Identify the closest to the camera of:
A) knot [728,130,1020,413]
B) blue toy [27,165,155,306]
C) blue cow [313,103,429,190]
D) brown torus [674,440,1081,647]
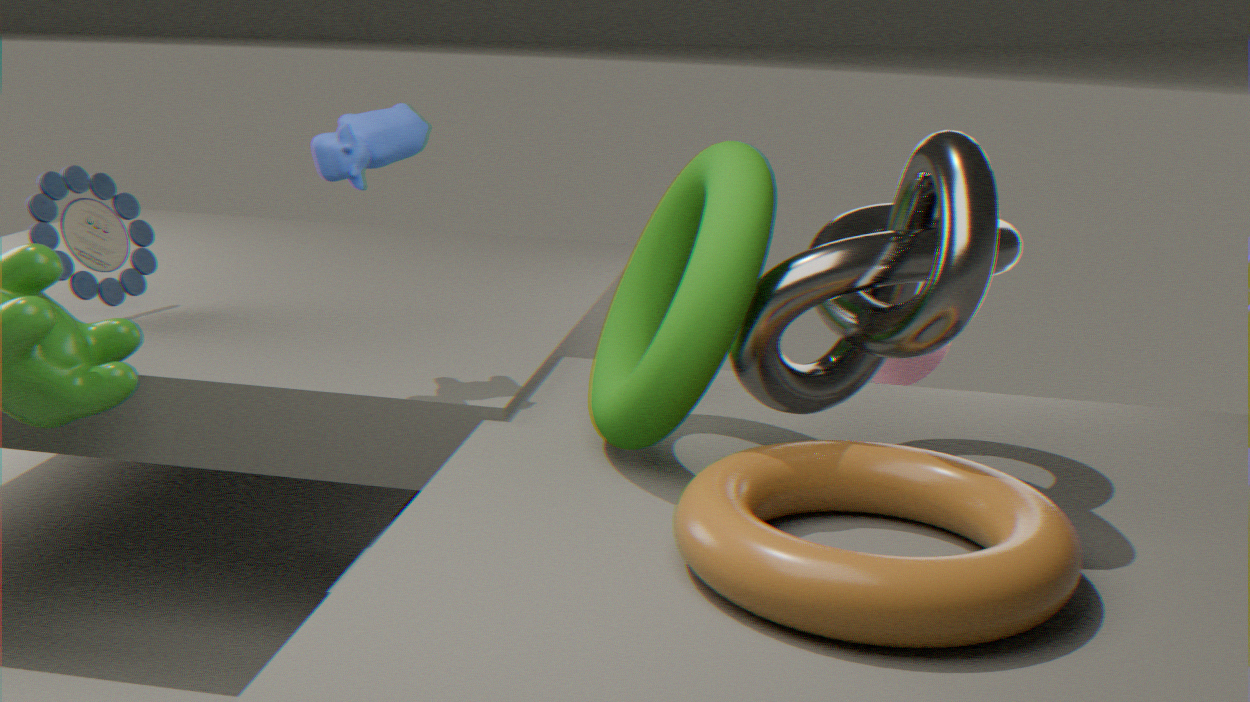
brown torus [674,440,1081,647]
